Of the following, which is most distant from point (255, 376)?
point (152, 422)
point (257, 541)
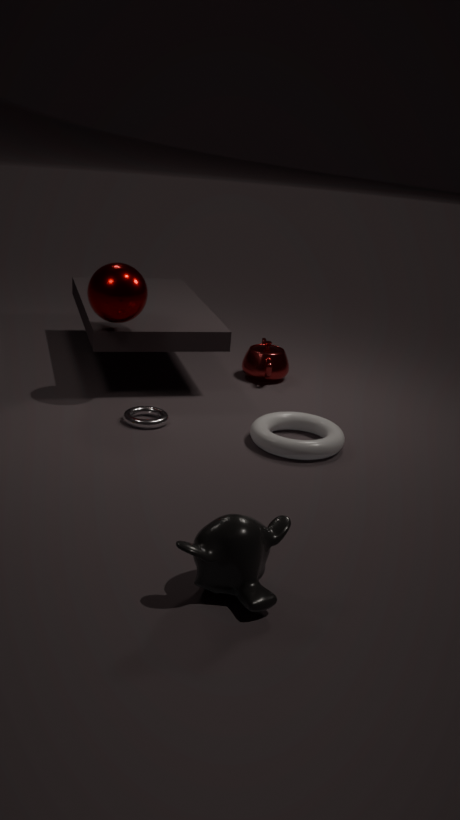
point (257, 541)
